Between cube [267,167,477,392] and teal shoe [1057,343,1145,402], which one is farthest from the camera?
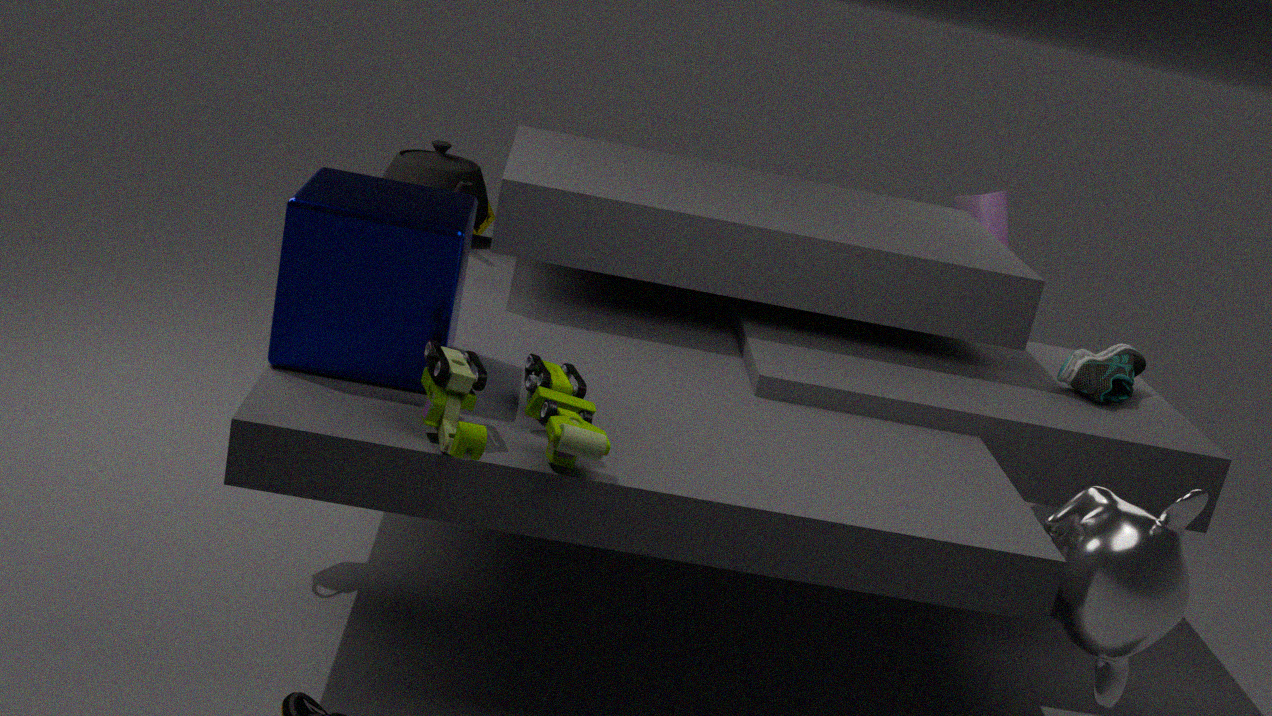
teal shoe [1057,343,1145,402]
